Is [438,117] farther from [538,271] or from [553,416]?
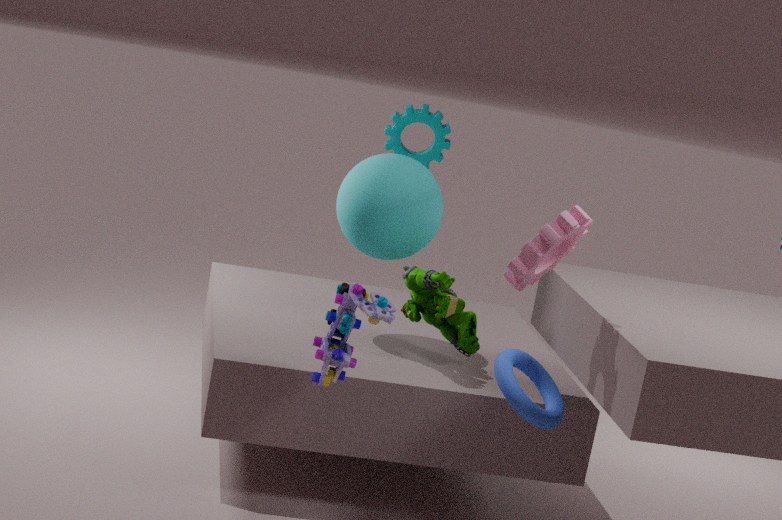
[538,271]
